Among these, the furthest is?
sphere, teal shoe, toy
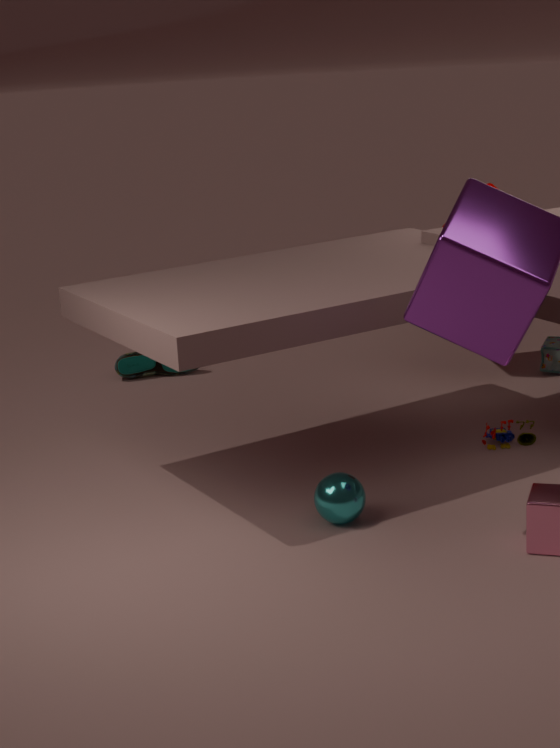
teal shoe
